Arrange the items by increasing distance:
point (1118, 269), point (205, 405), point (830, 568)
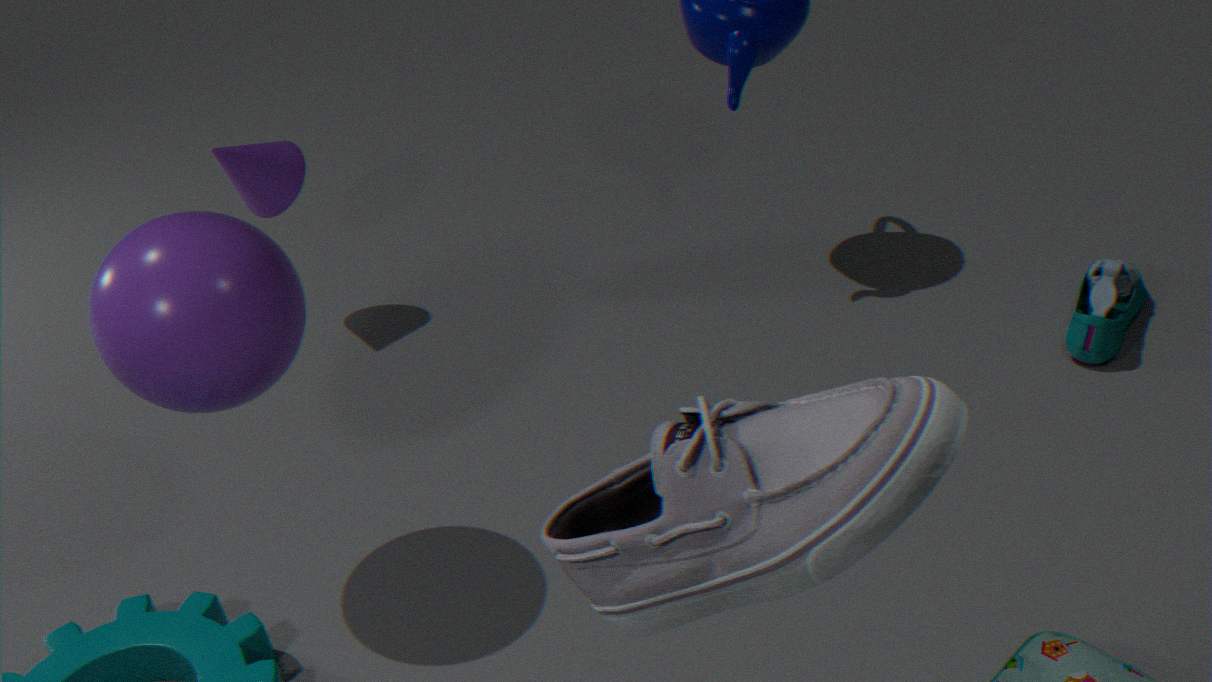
point (830, 568), point (205, 405), point (1118, 269)
